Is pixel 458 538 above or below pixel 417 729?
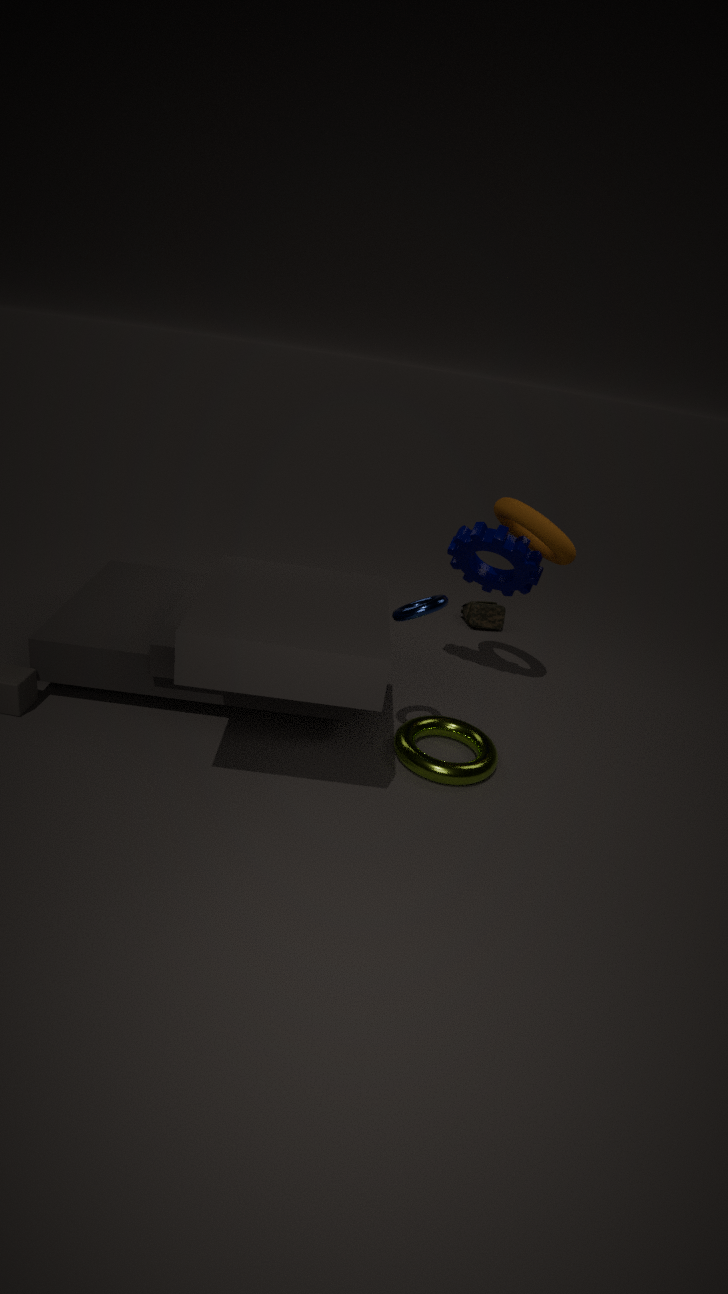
above
